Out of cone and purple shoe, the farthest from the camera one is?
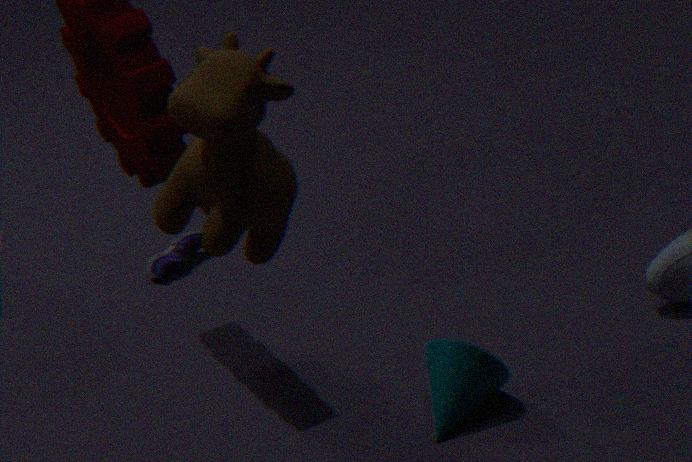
purple shoe
